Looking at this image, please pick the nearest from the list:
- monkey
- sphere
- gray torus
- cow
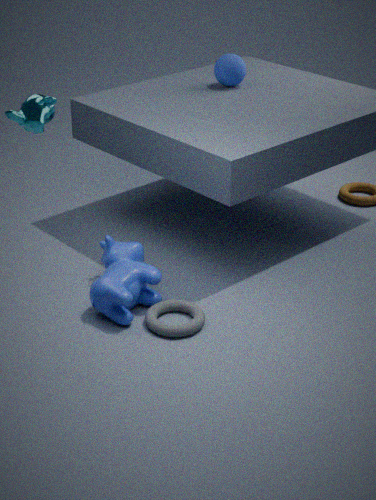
monkey
